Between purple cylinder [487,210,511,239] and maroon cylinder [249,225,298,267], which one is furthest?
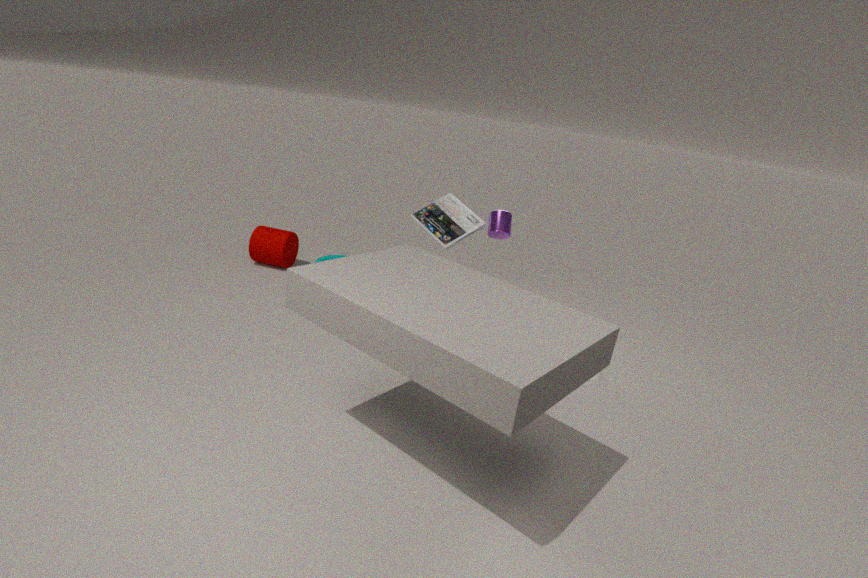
maroon cylinder [249,225,298,267]
